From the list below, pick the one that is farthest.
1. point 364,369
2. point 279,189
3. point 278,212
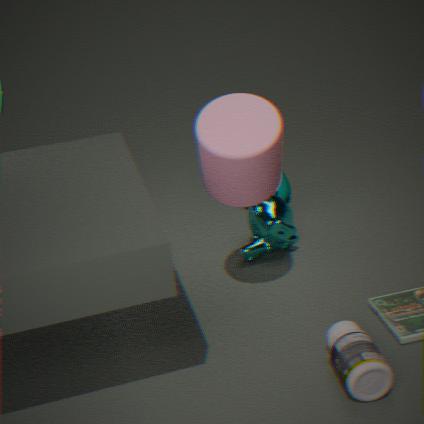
point 279,189
